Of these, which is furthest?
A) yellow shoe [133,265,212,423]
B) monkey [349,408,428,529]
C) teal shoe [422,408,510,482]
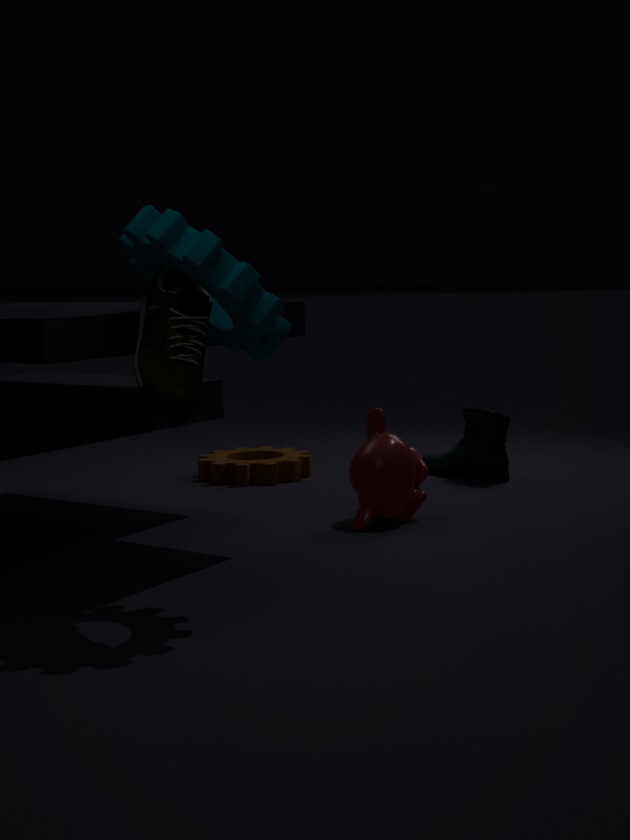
teal shoe [422,408,510,482]
